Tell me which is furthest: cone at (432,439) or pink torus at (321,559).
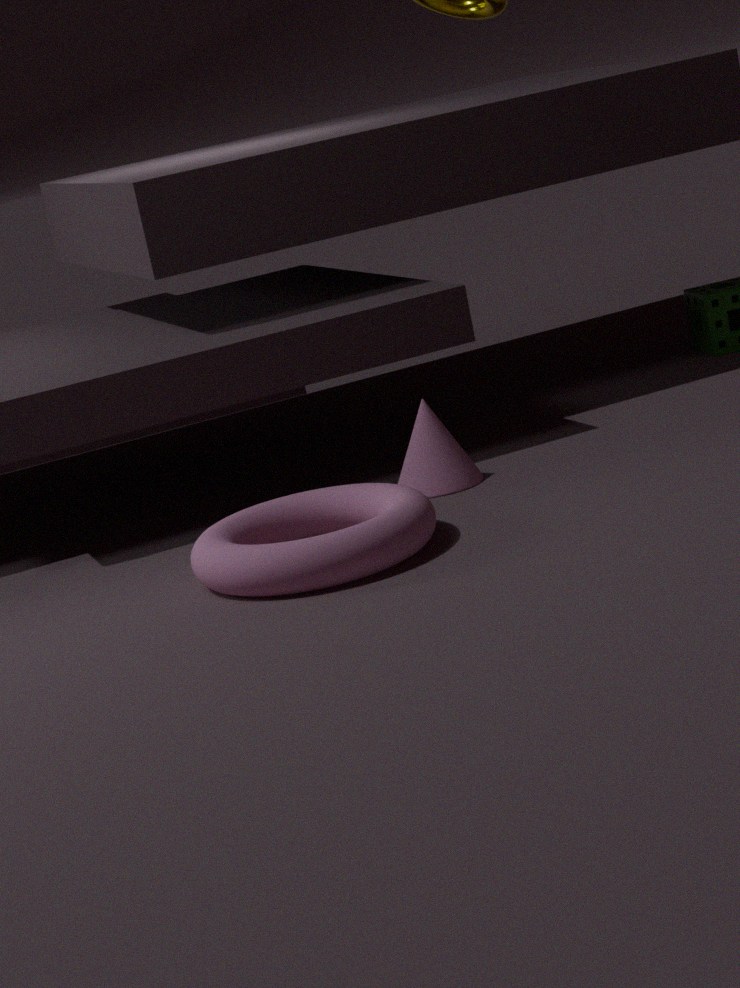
cone at (432,439)
